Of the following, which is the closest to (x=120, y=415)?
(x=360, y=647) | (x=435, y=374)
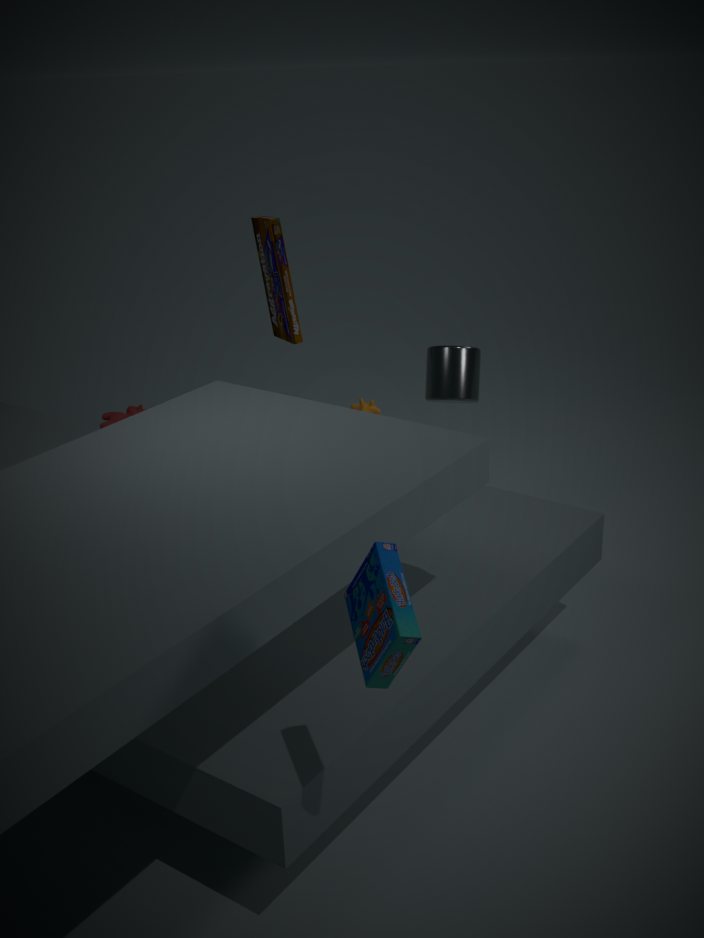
(x=435, y=374)
